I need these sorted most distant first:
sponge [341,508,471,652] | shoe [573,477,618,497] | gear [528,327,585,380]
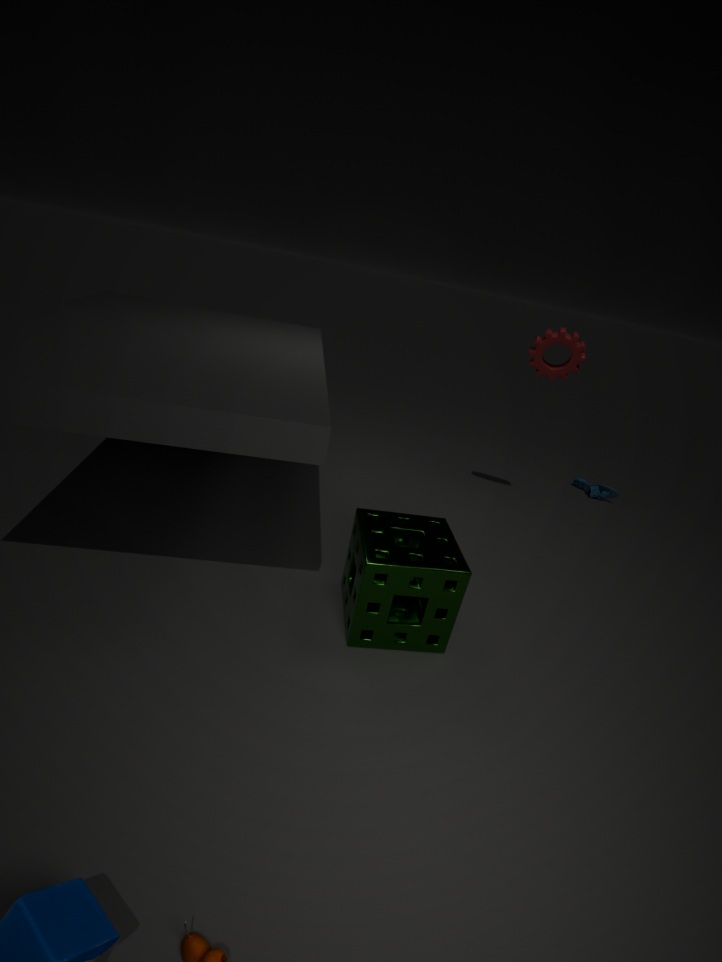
shoe [573,477,618,497], gear [528,327,585,380], sponge [341,508,471,652]
